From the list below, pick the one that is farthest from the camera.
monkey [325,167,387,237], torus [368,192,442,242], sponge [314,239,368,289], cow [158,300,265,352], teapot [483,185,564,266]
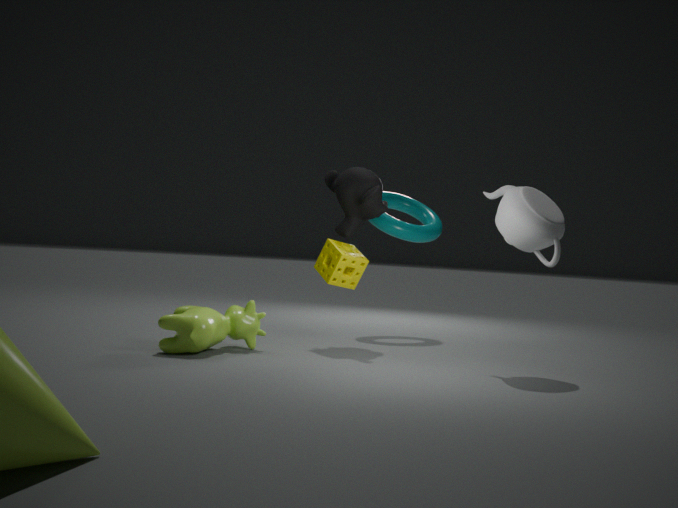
torus [368,192,442,242]
